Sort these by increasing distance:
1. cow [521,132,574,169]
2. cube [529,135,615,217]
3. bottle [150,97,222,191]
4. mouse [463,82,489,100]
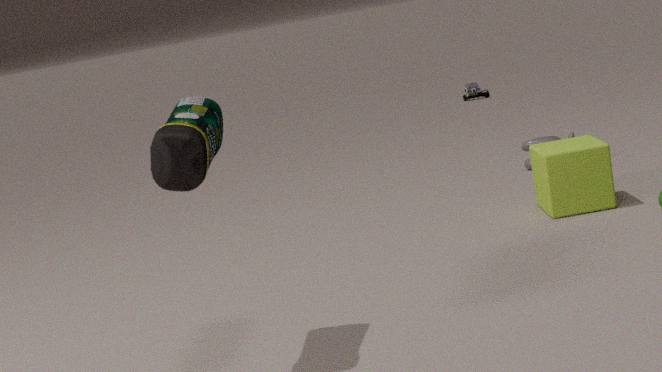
1. bottle [150,97,222,191]
2. cube [529,135,615,217]
3. cow [521,132,574,169]
4. mouse [463,82,489,100]
